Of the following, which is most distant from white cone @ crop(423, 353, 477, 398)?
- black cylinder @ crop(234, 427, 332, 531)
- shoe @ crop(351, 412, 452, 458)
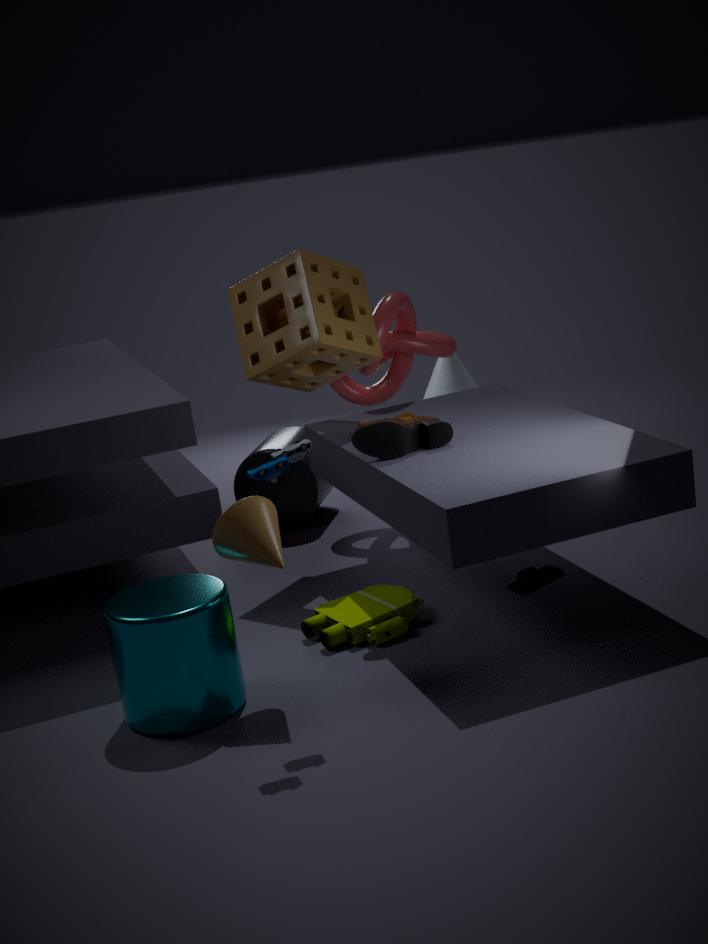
shoe @ crop(351, 412, 452, 458)
